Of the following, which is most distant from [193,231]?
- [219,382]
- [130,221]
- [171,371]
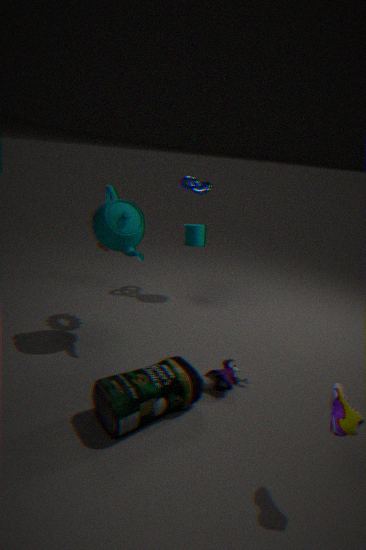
[171,371]
